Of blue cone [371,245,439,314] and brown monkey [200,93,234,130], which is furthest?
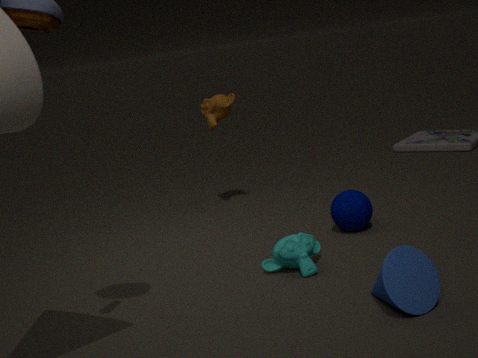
brown monkey [200,93,234,130]
